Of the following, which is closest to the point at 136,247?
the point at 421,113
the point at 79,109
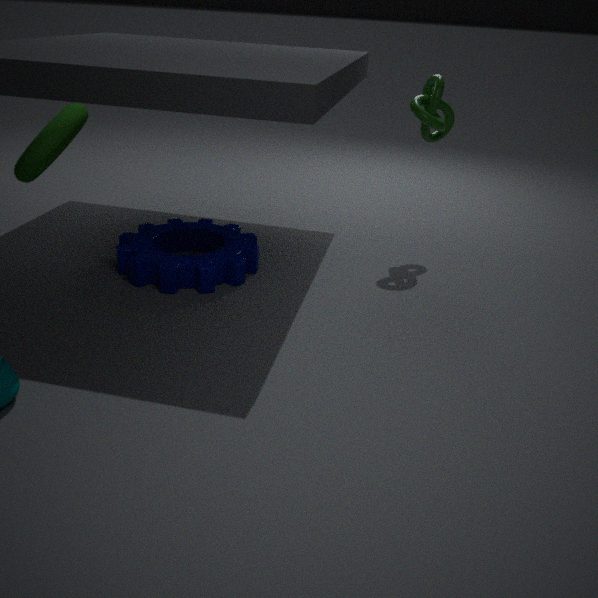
the point at 79,109
